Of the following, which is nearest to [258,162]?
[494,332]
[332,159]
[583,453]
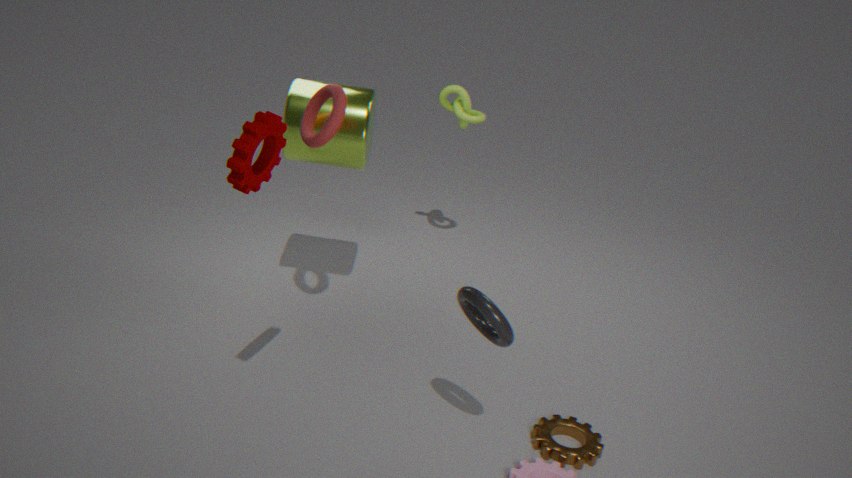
[494,332]
